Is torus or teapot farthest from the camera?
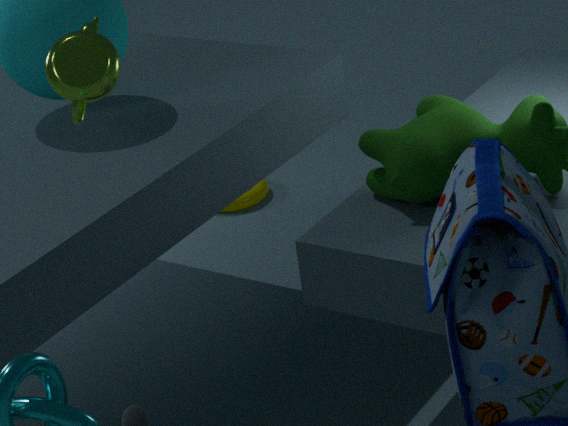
torus
